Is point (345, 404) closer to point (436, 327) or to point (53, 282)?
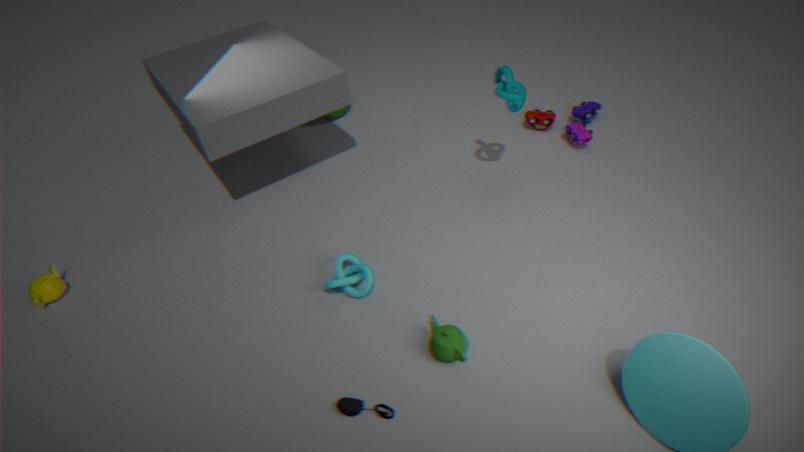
point (436, 327)
